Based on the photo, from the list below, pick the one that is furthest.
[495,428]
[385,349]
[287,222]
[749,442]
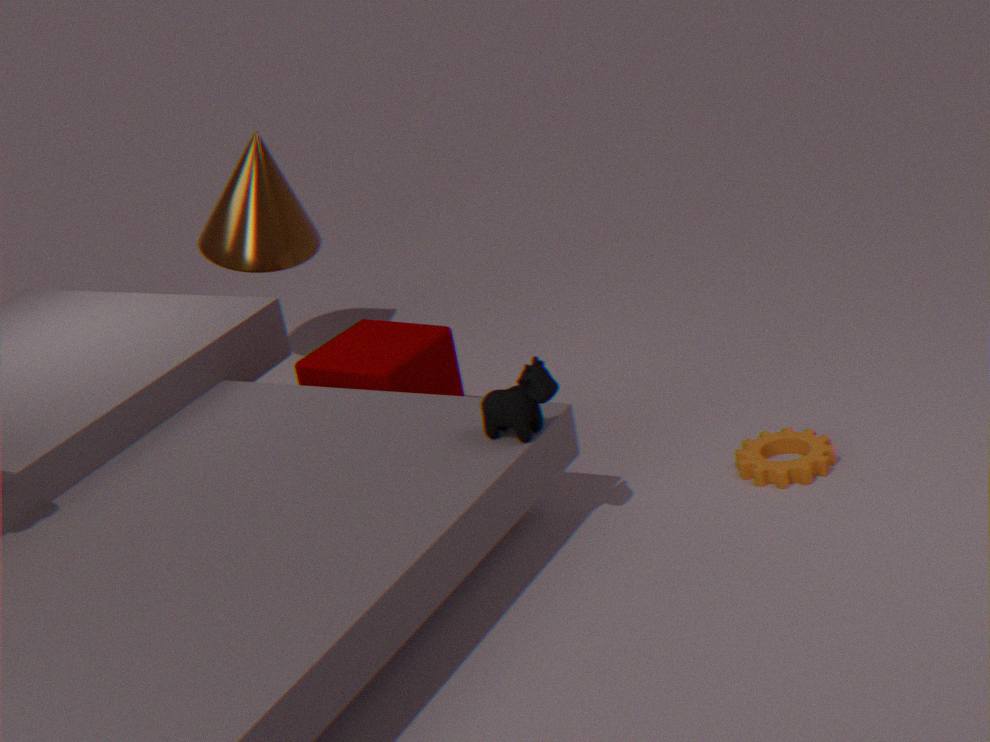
[287,222]
